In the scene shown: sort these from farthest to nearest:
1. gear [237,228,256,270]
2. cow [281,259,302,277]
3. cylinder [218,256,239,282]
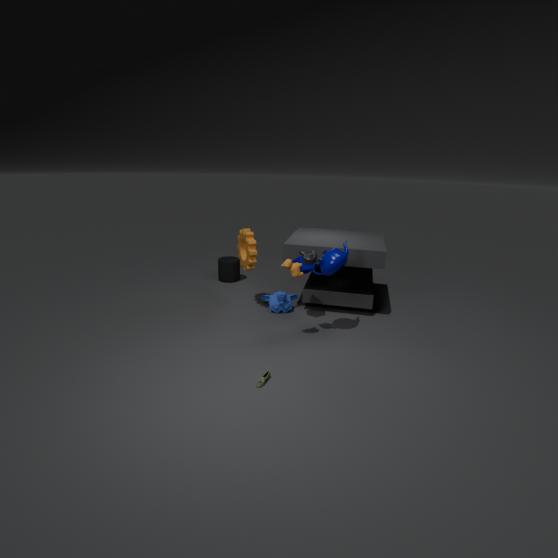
cylinder [218,256,239,282] < gear [237,228,256,270] < cow [281,259,302,277]
